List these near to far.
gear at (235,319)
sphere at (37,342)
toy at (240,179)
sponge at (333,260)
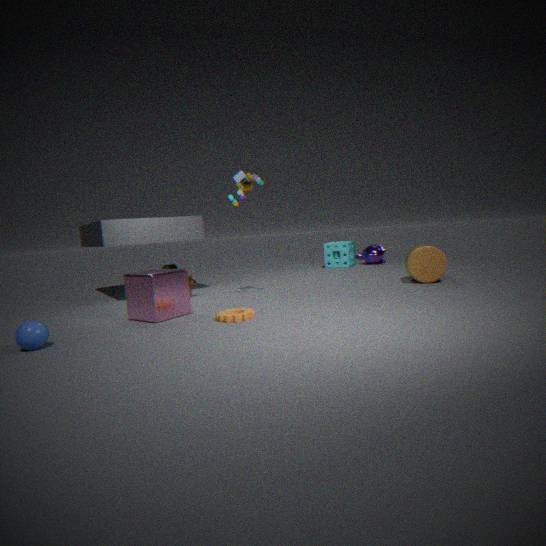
sphere at (37,342)
gear at (235,319)
toy at (240,179)
sponge at (333,260)
